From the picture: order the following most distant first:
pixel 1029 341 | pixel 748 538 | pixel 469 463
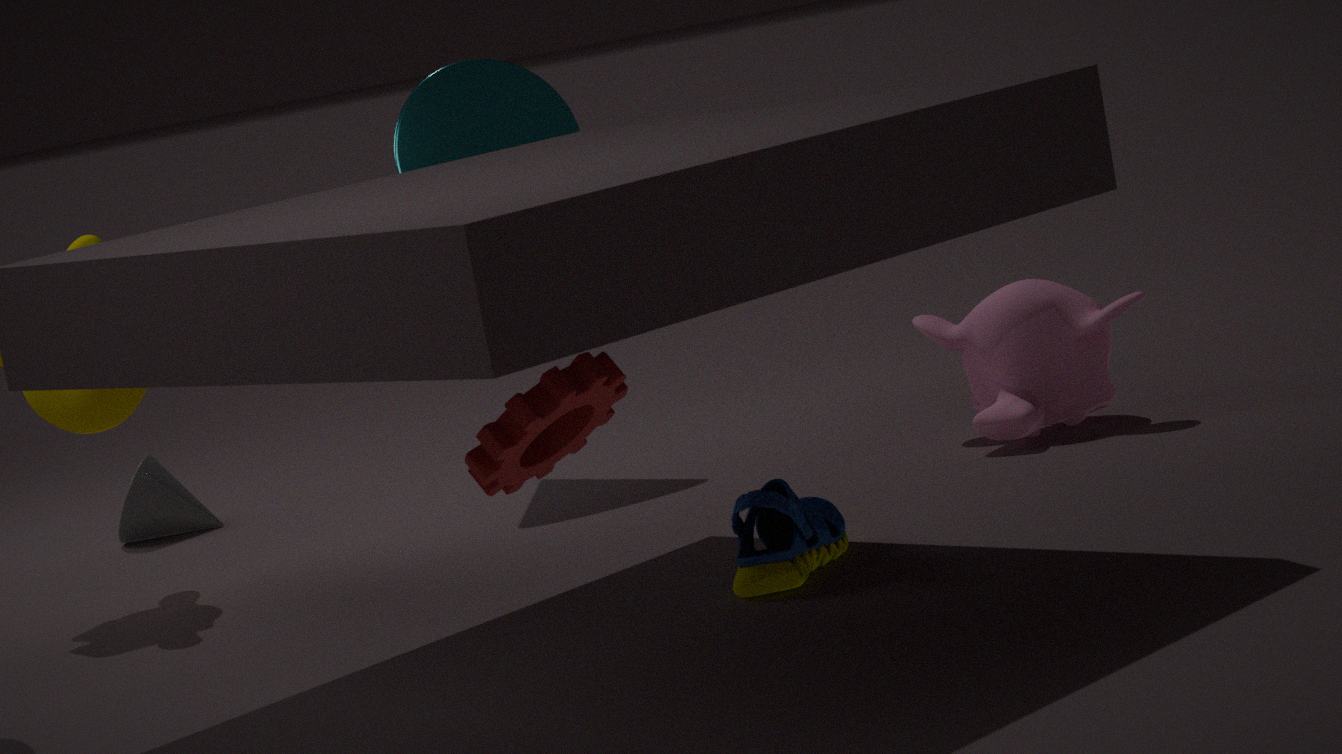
pixel 1029 341 → pixel 748 538 → pixel 469 463
